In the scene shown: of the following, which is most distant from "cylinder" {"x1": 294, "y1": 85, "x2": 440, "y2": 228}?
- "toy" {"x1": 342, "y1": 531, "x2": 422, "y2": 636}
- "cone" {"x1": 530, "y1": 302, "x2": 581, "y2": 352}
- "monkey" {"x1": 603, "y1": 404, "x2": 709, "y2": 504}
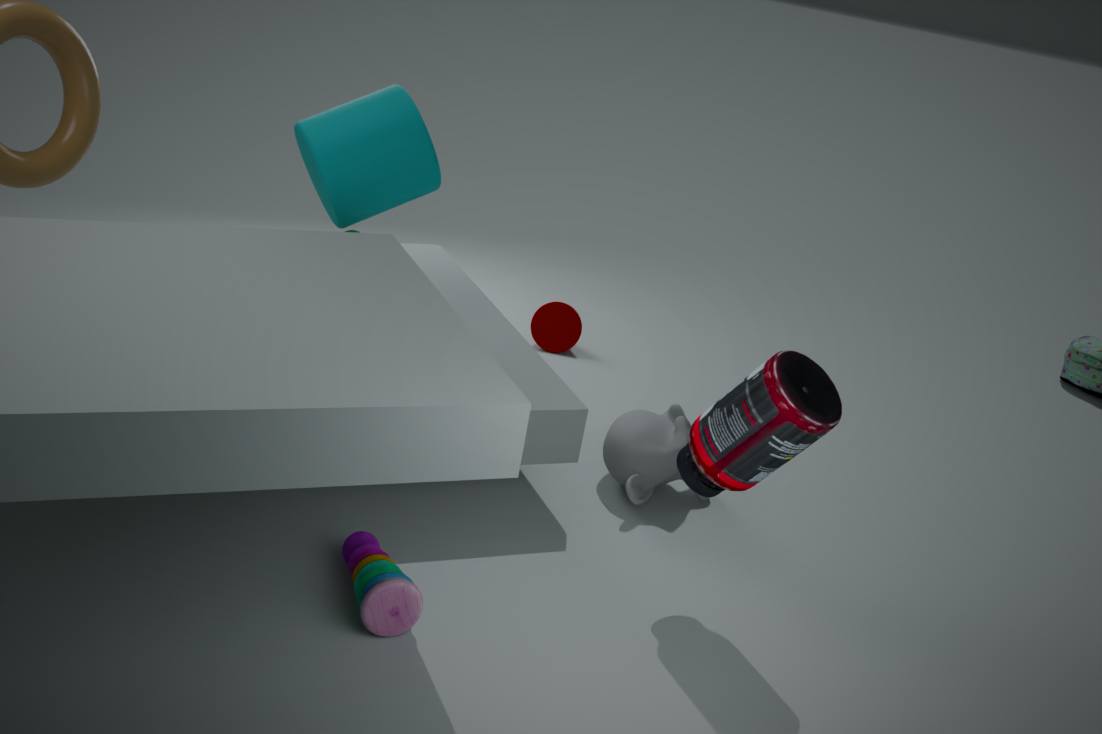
"cone" {"x1": 530, "y1": 302, "x2": 581, "y2": 352}
